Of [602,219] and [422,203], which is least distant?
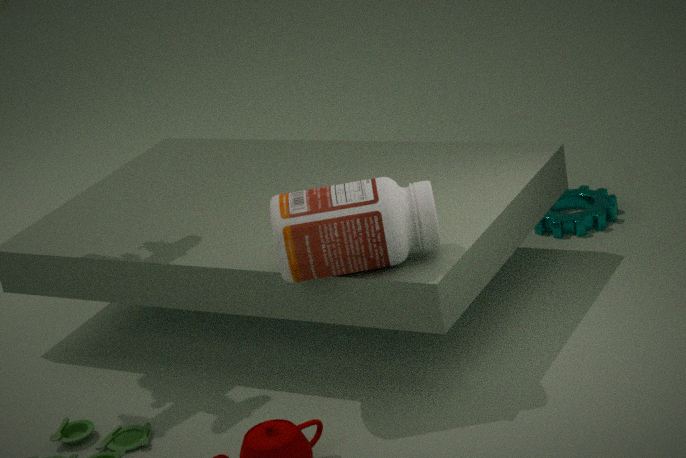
[422,203]
